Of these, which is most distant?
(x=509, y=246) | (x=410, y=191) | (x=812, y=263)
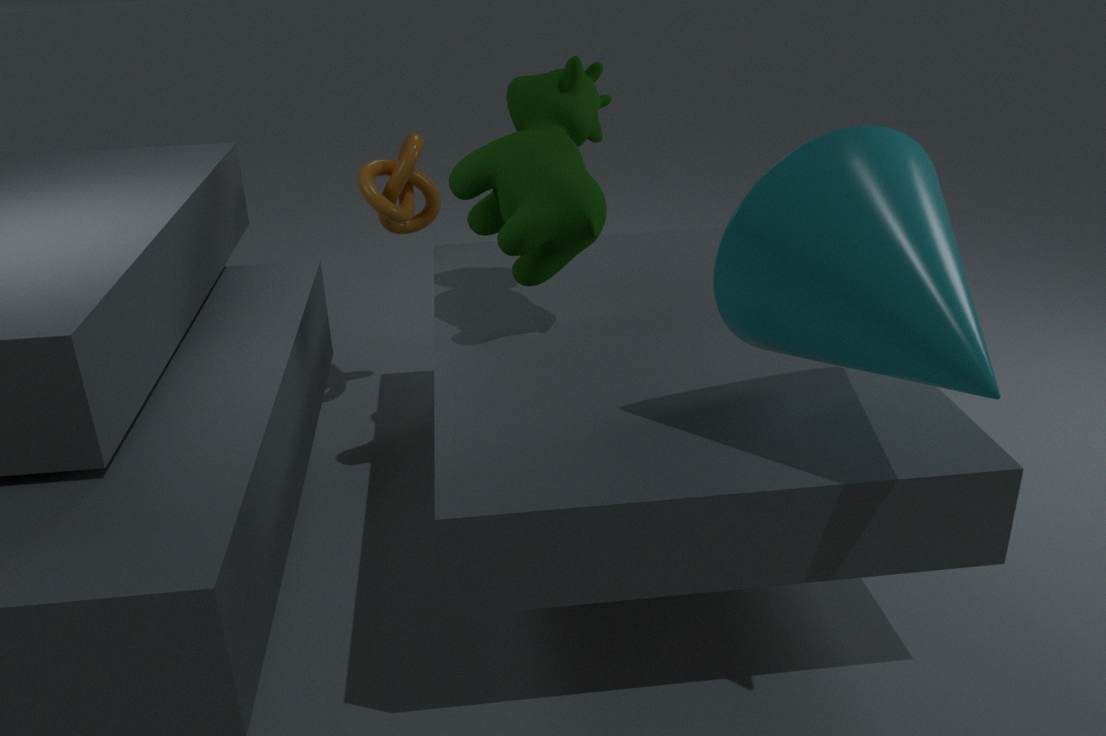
(x=410, y=191)
